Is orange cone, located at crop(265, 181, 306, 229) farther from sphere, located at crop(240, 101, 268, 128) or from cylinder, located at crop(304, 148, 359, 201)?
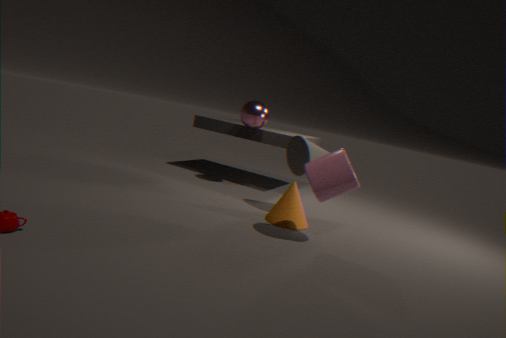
sphere, located at crop(240, 101, 268, 128)
